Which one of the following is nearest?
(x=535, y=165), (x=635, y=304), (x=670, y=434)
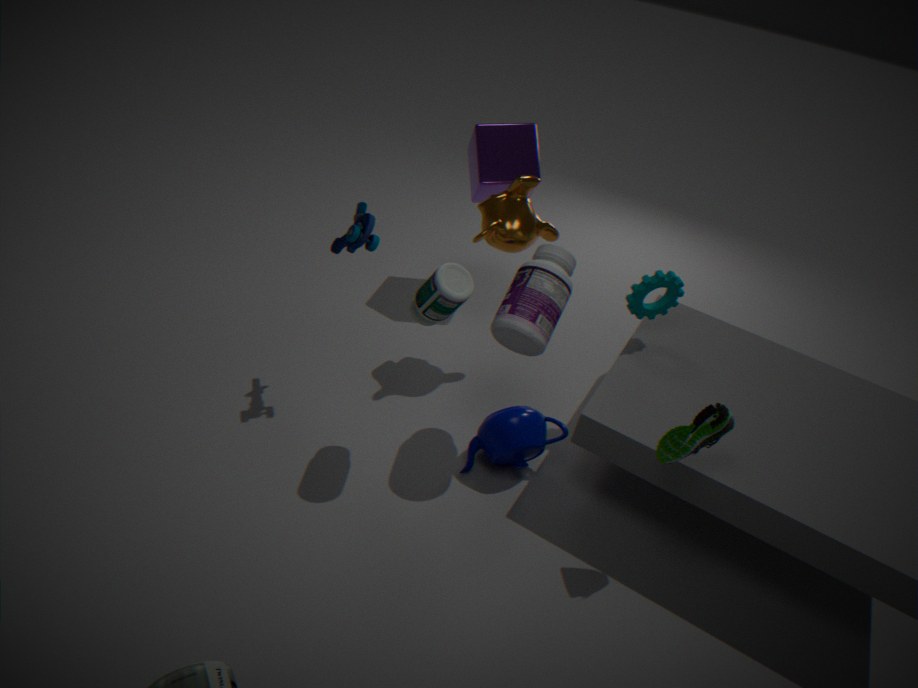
(x=670, y=434)
